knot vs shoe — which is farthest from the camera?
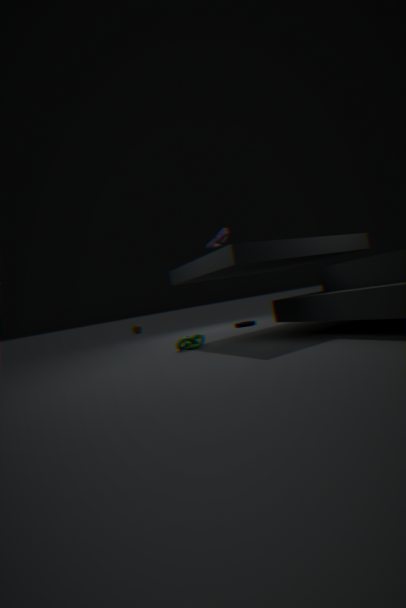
knot
